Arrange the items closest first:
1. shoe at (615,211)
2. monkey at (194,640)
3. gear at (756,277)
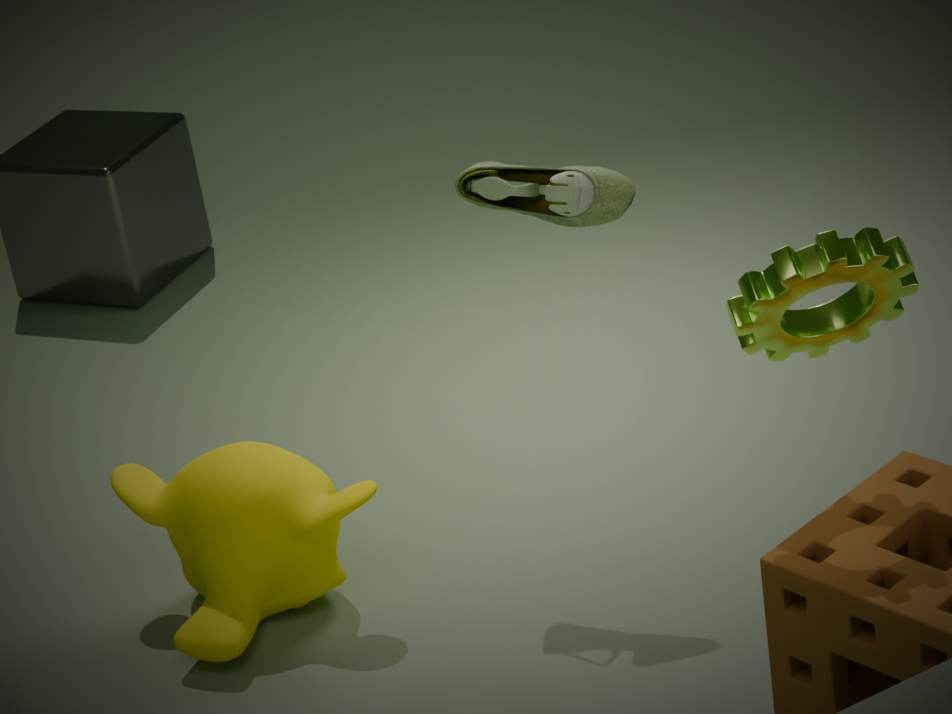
gear at (756,277), shoe at (615,211), monkey at (194,640)
